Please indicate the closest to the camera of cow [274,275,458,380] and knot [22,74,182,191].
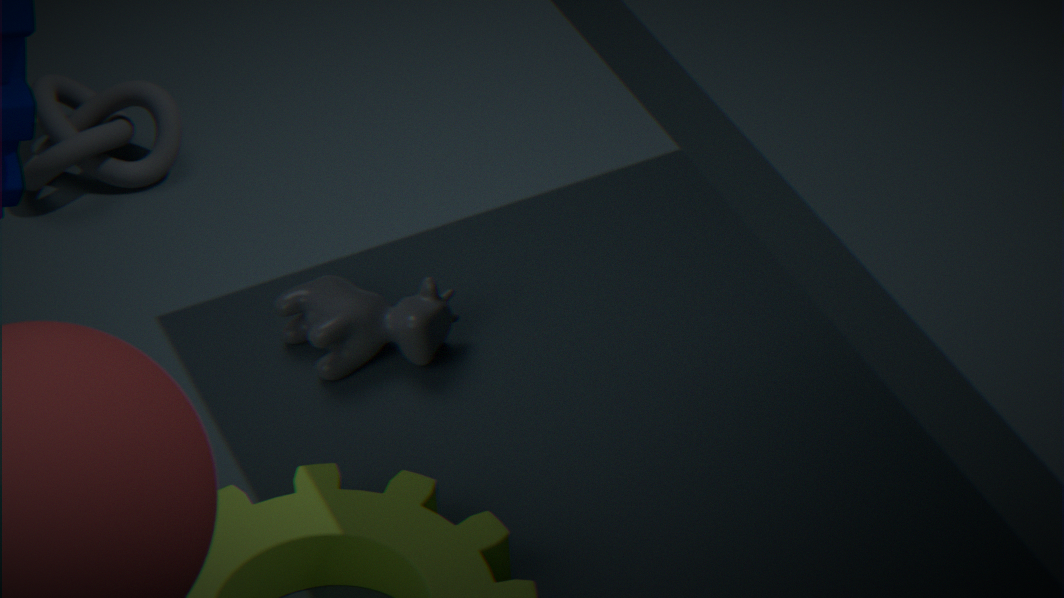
cow [274,275,458,380]
